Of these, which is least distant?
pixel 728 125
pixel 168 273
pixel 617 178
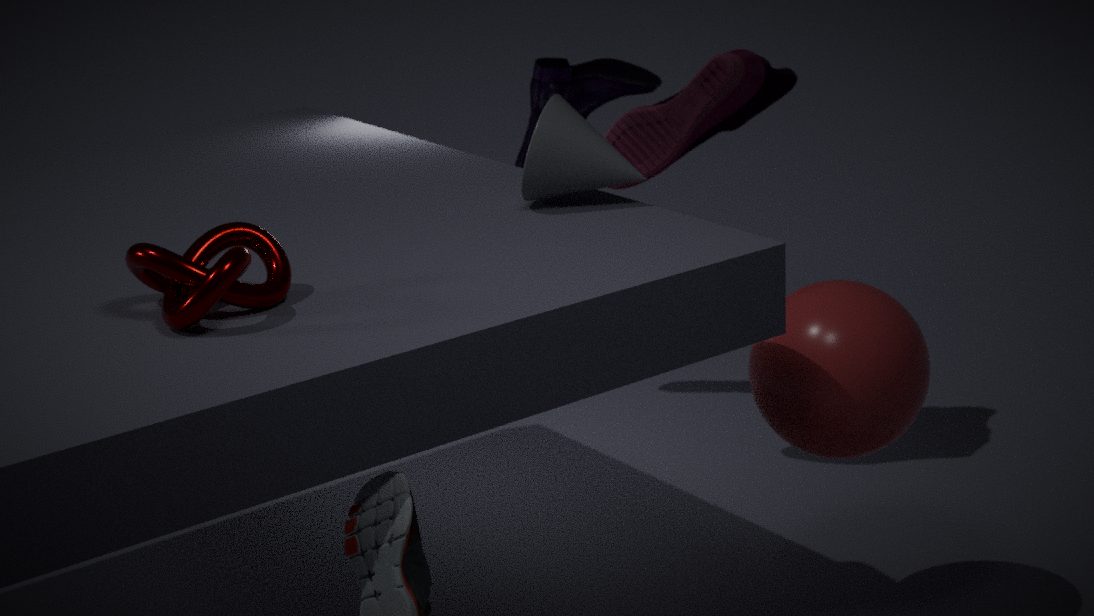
pixel 168 273
